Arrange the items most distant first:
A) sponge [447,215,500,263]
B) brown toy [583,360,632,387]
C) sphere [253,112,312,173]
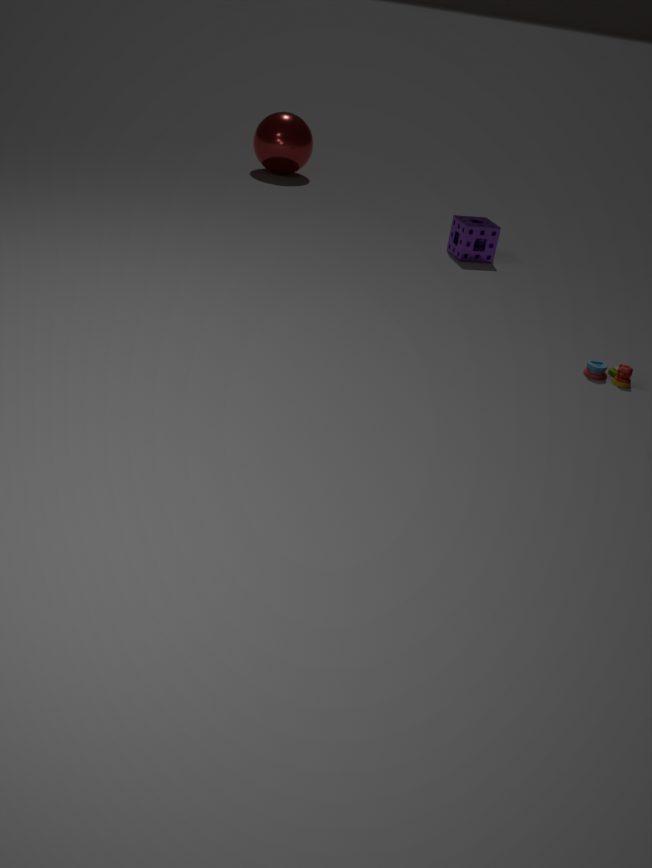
sphere [253,112,312,173] < sponge [447,215,500,263] < brown toy [583,360,632,387]
